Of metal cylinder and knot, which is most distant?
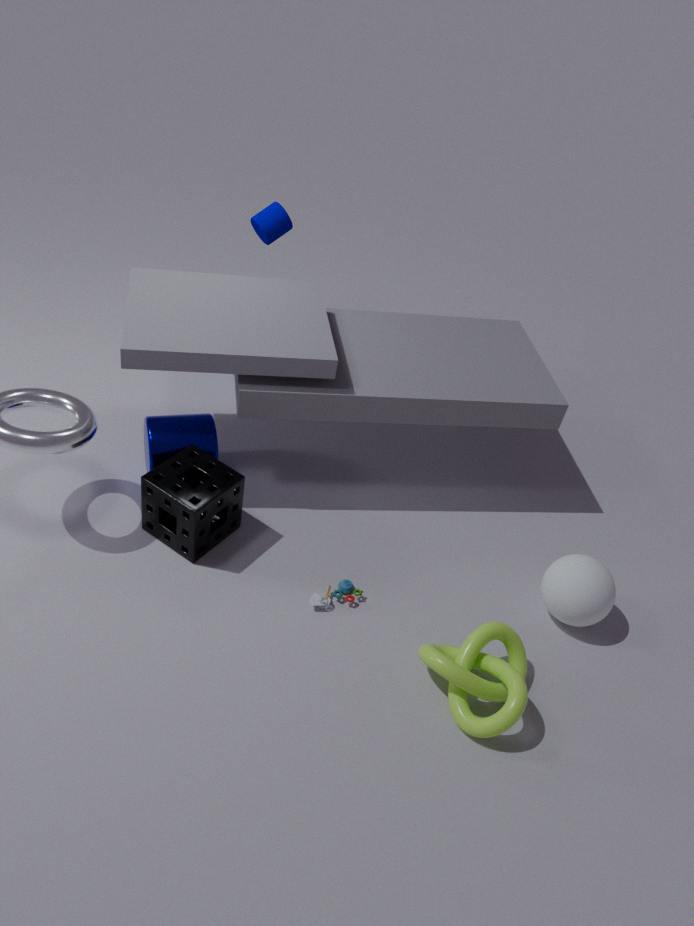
metal cylinder
